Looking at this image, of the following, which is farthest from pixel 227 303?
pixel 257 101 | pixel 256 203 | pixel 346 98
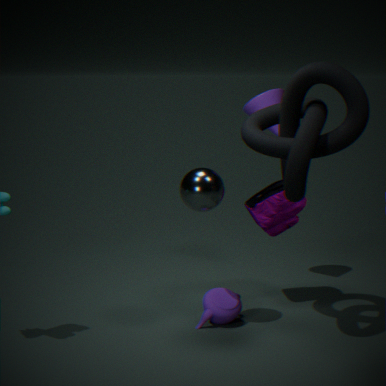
pixel 257 101
